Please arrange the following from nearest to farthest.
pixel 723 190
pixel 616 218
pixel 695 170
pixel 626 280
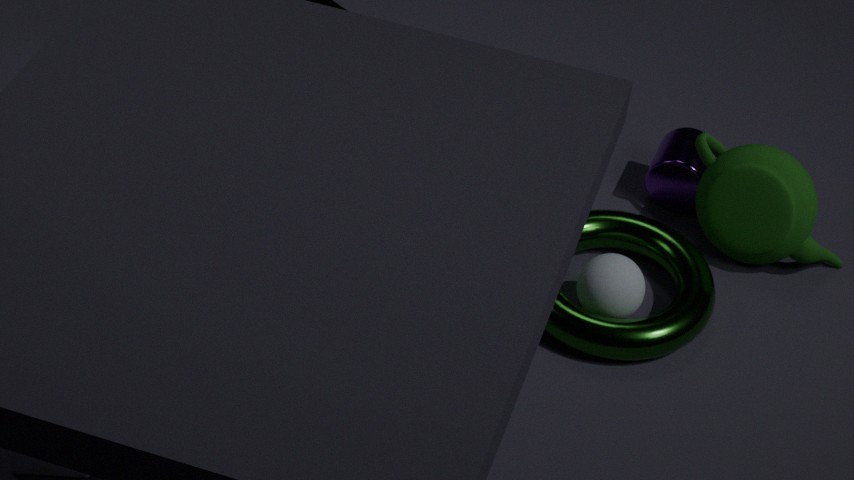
pixel 626 280 < pixel 723 190 < pixel 616 218 < pixel 695 170
